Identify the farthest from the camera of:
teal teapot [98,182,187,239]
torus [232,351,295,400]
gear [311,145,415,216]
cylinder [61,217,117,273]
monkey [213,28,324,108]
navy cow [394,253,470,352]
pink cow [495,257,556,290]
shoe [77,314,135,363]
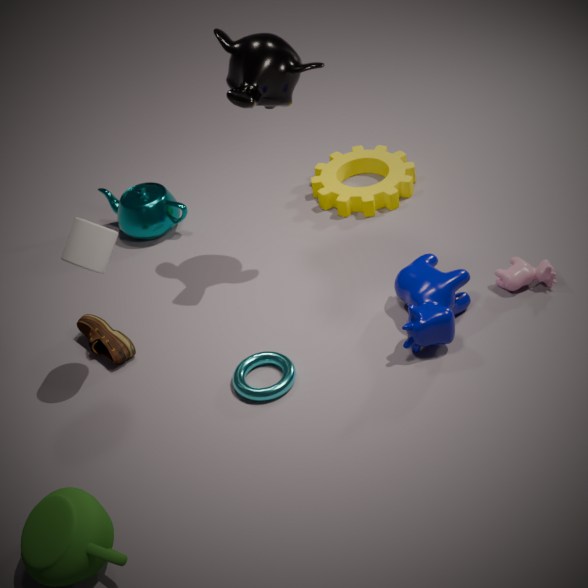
teal teapot [98,182,187,239]
